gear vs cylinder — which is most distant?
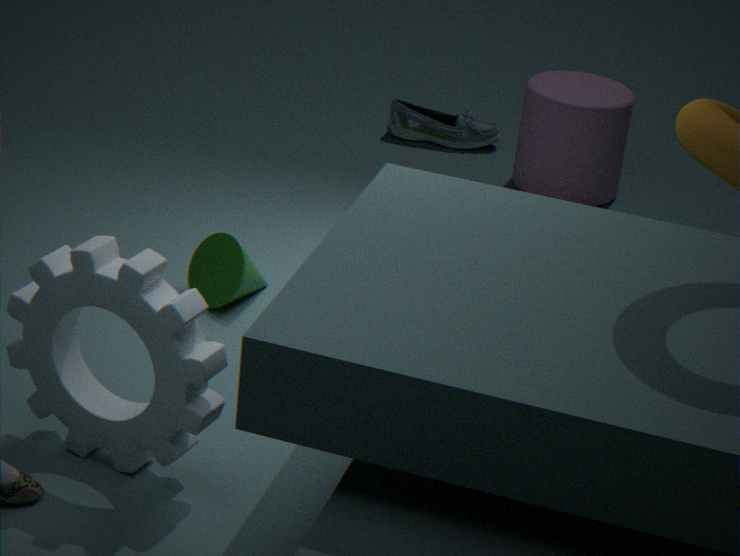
cylinder
